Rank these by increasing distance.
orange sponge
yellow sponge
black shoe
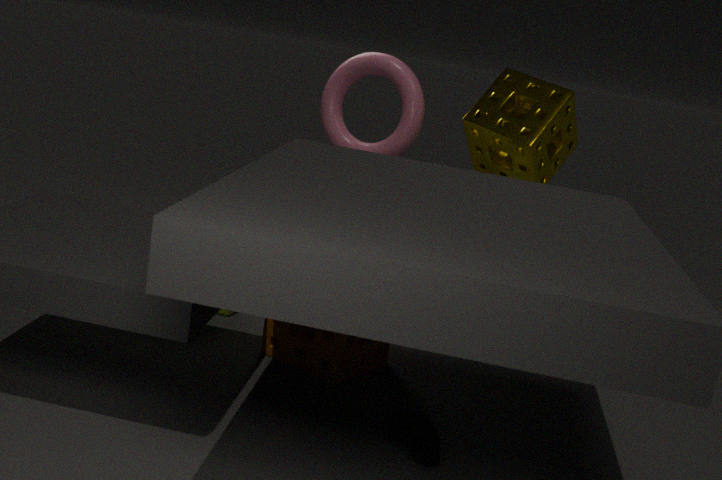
black shoe
orange sponge
yellow sponge
